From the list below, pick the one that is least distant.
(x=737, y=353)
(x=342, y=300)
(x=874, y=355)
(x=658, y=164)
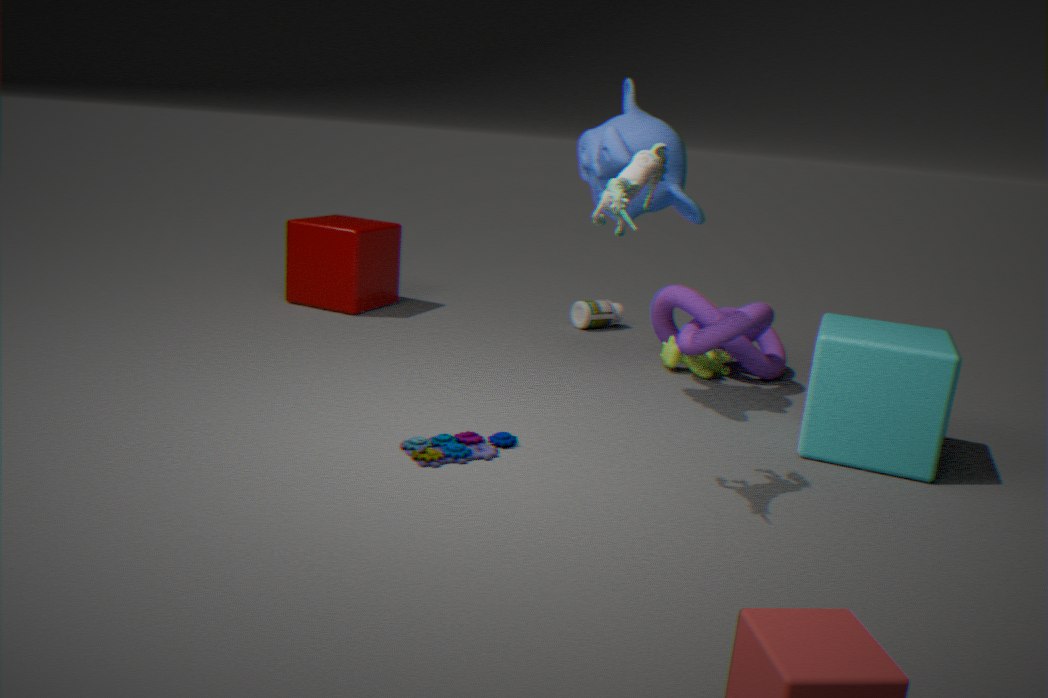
→ (x=658, y=164)
